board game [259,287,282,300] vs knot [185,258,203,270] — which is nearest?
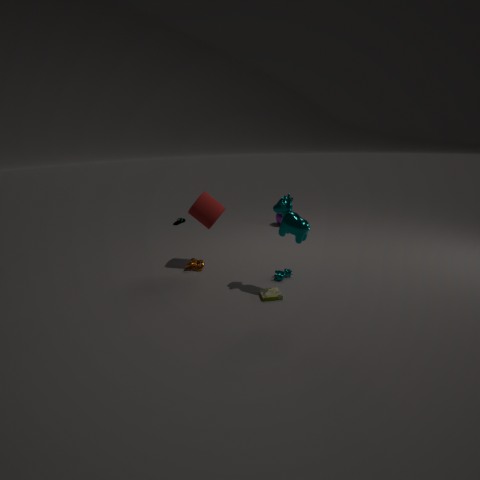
board game [259,287,282,300]
